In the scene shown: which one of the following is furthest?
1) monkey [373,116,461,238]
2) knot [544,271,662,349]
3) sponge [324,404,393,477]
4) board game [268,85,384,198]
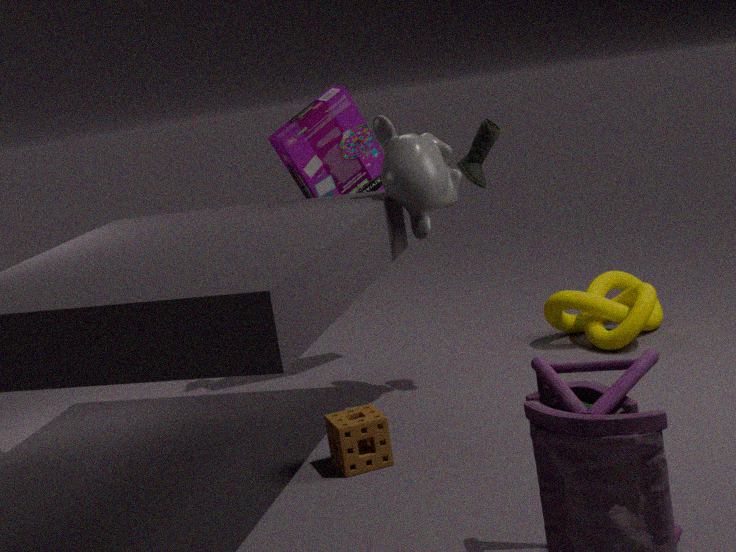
4. board game [268,85,384,198]
